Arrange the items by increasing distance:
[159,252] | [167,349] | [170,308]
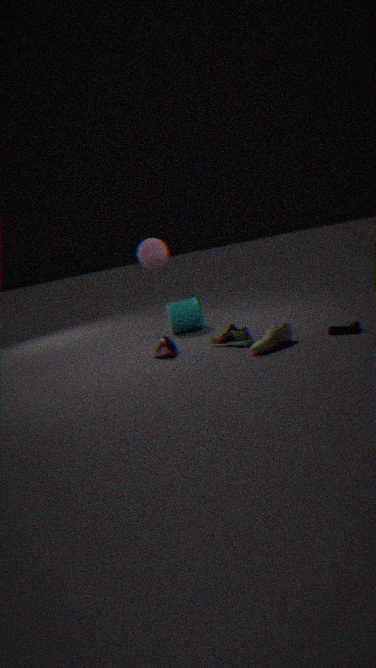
[167,349] < [170,308] < [159,252]
